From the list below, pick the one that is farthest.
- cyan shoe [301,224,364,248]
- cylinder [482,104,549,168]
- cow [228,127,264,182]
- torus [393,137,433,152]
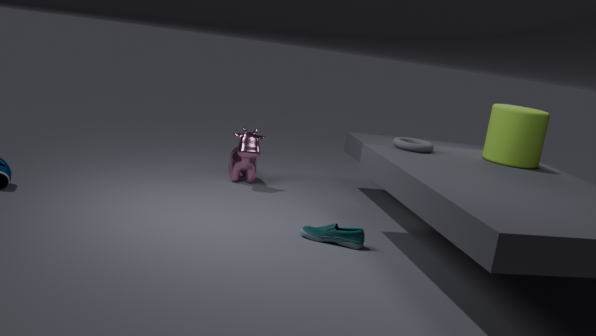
cow [228,127,264,182]
